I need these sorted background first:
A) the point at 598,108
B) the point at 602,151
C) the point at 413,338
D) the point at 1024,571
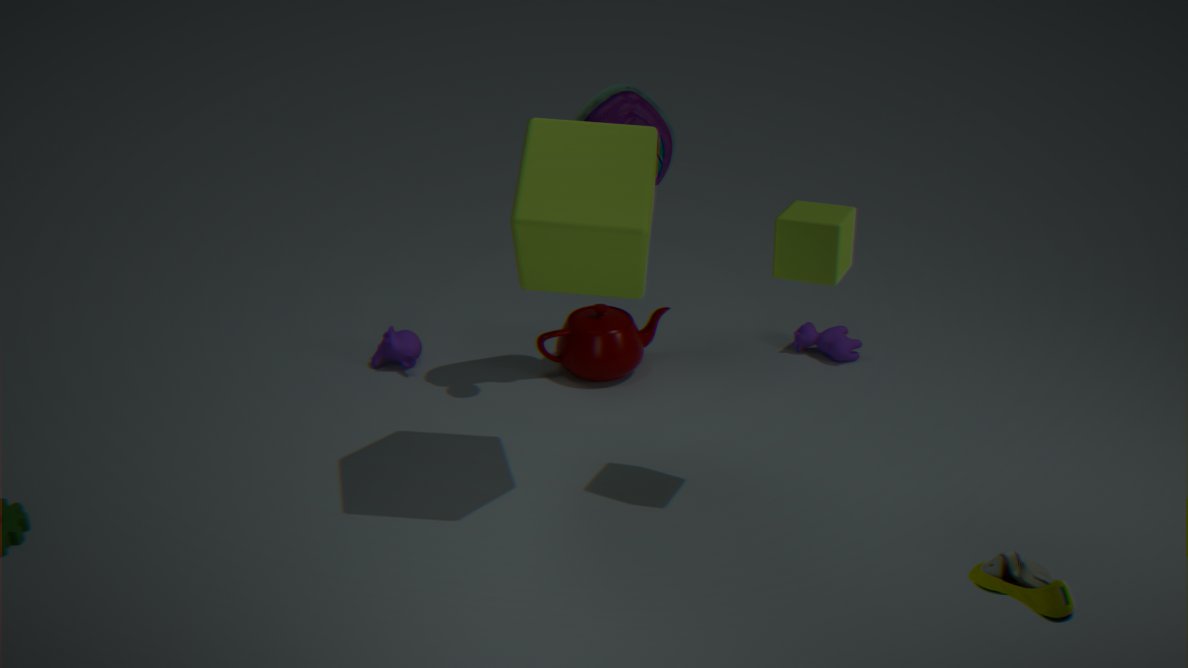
the point at 413,338 < the point at 598,108 < the point at 602,151 < the point at 1024,571
